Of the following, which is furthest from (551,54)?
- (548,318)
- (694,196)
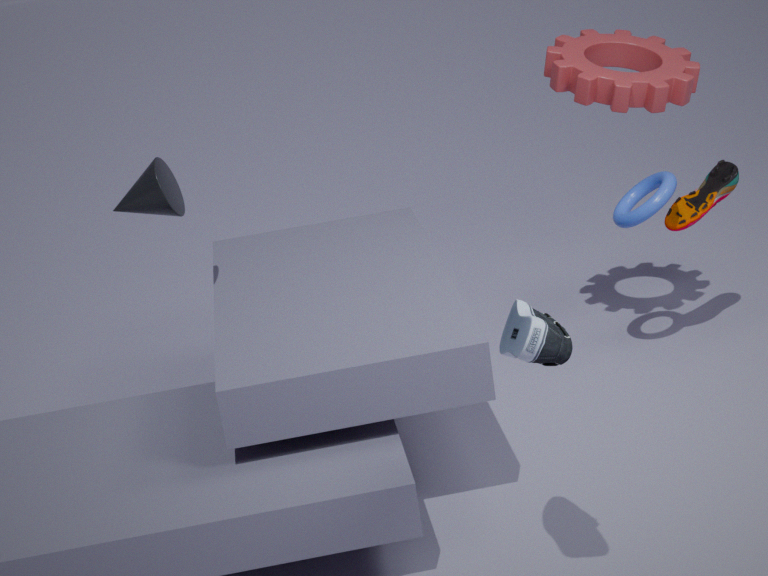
(548,318)
